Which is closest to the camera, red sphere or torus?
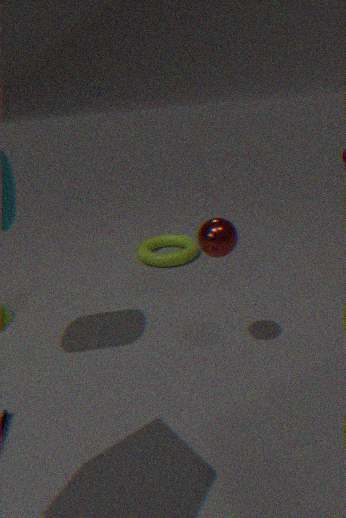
red sphere
